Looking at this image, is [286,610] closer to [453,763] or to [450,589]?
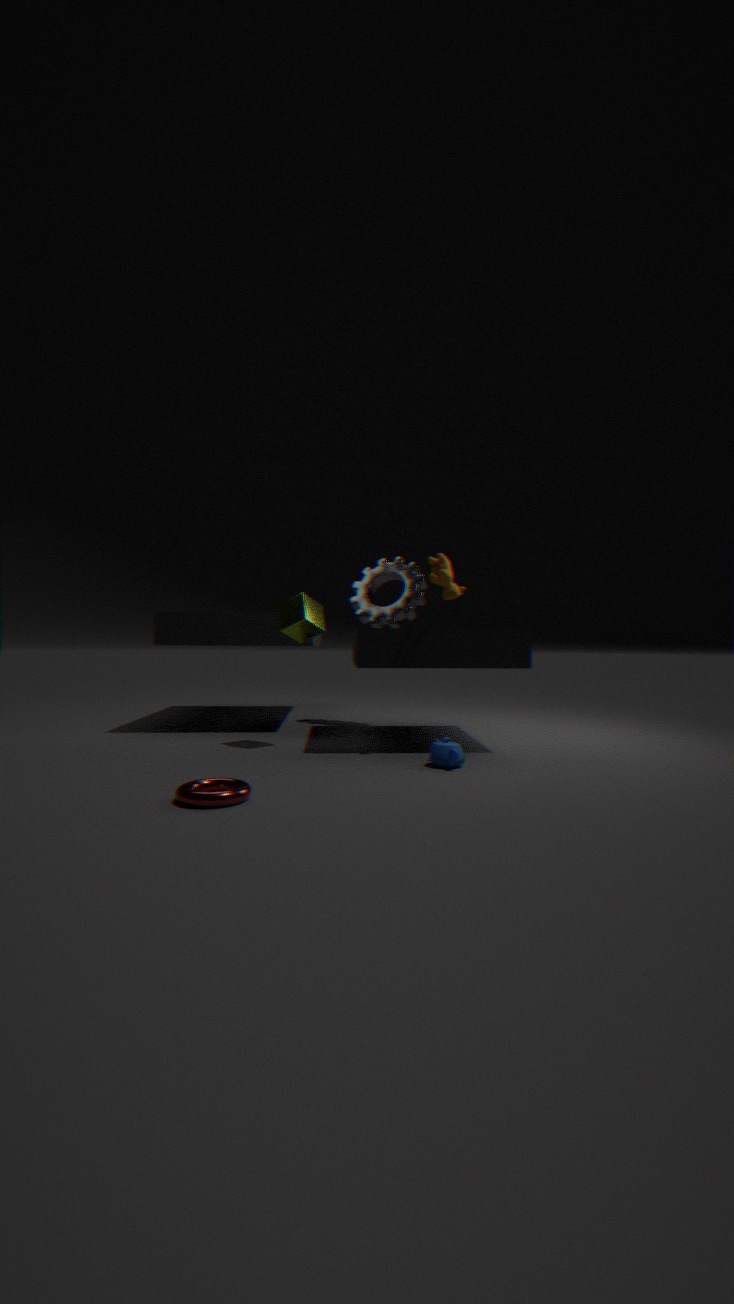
[450,589]
